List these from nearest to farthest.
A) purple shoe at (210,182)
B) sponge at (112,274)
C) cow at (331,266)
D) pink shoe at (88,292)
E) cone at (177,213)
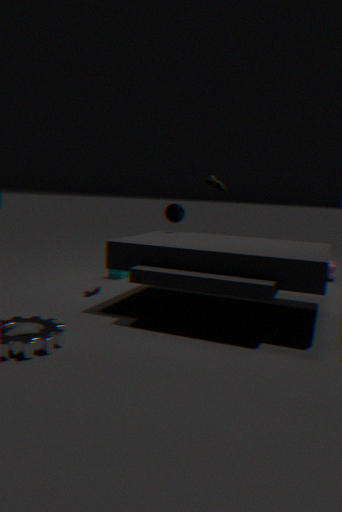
pink shoe at (88,292) → cone at (177,213) → purple shoe at (210,182) → sponge at (112,274) → cow at (331,266)
